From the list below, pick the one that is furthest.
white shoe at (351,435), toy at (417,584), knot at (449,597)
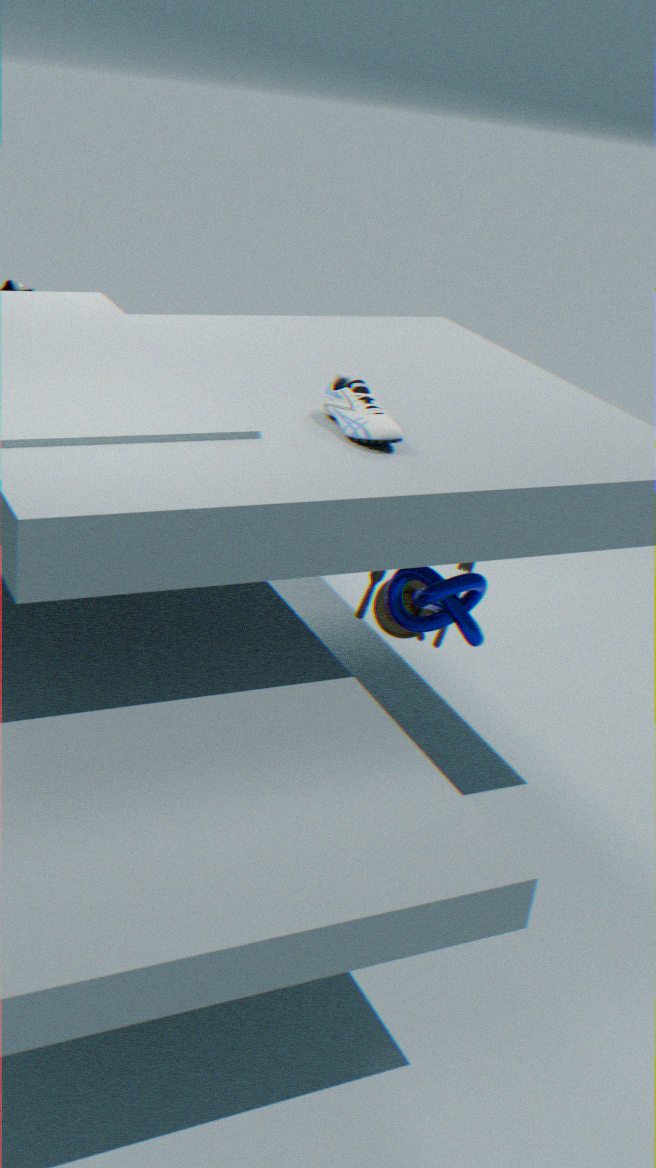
toy at (417,584)
